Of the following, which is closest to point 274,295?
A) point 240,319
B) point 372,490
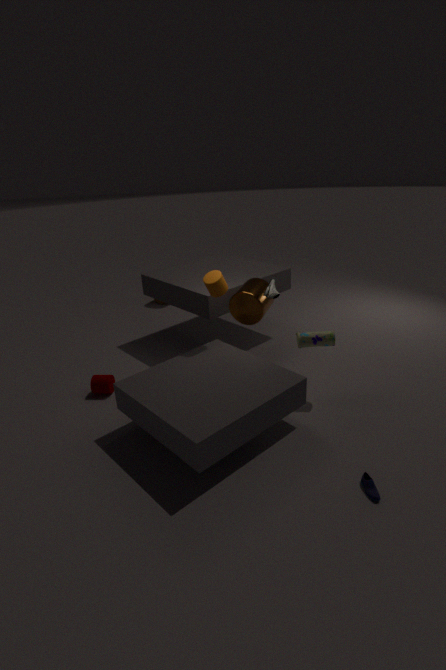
point 240,319
